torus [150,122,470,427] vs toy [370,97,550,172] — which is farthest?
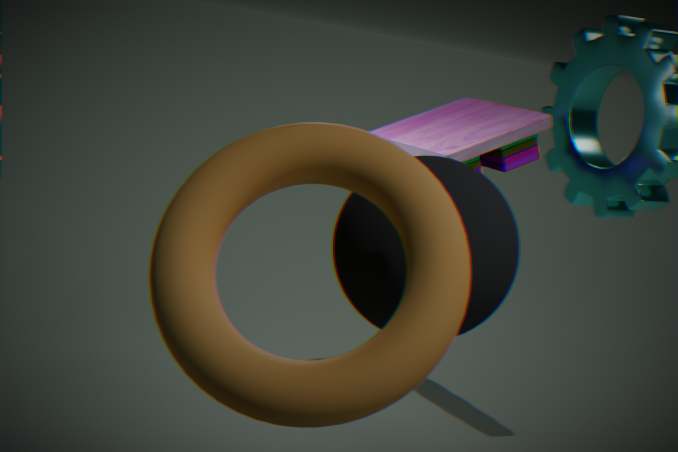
toy [370,97,550,172]
